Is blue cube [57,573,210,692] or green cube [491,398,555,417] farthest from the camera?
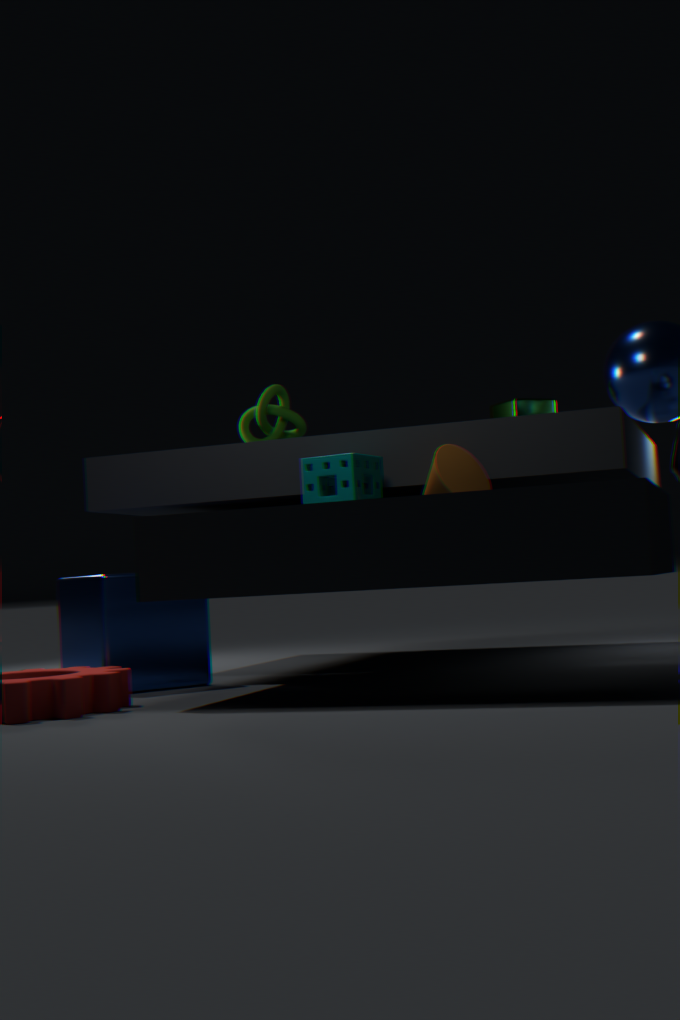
green cube [491,398,555,417]
